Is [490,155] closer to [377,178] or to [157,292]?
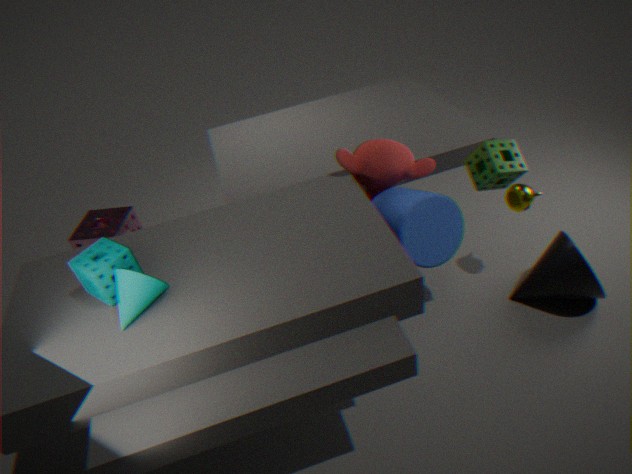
[377,178]
